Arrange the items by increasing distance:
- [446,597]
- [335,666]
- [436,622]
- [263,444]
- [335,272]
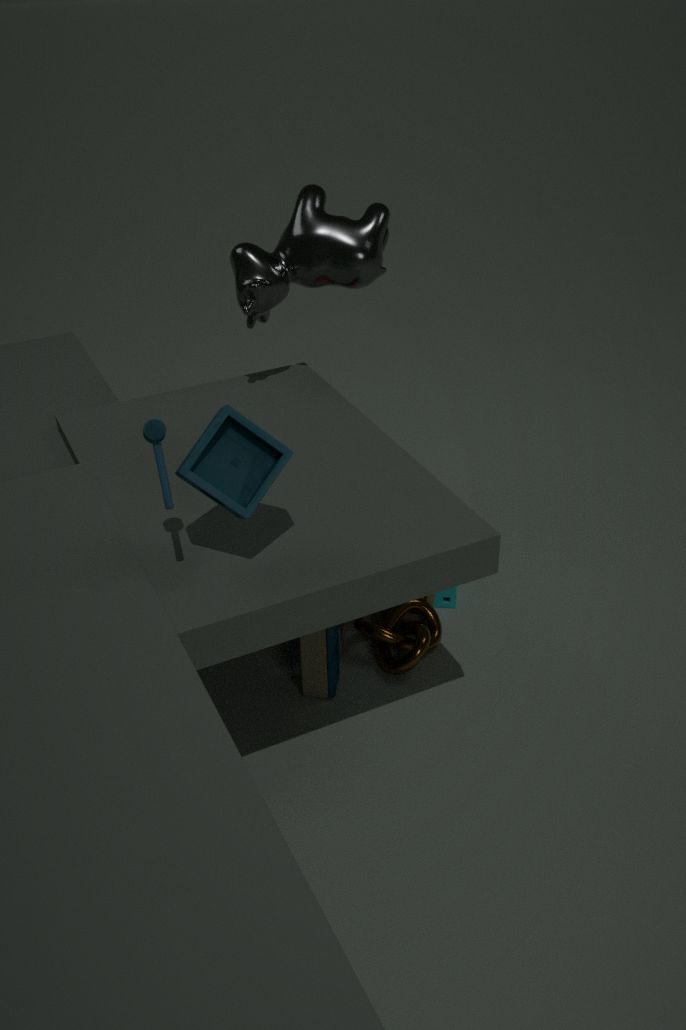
[263,444] < [335,666] < [335,272] < [436,622] < [446,597]
